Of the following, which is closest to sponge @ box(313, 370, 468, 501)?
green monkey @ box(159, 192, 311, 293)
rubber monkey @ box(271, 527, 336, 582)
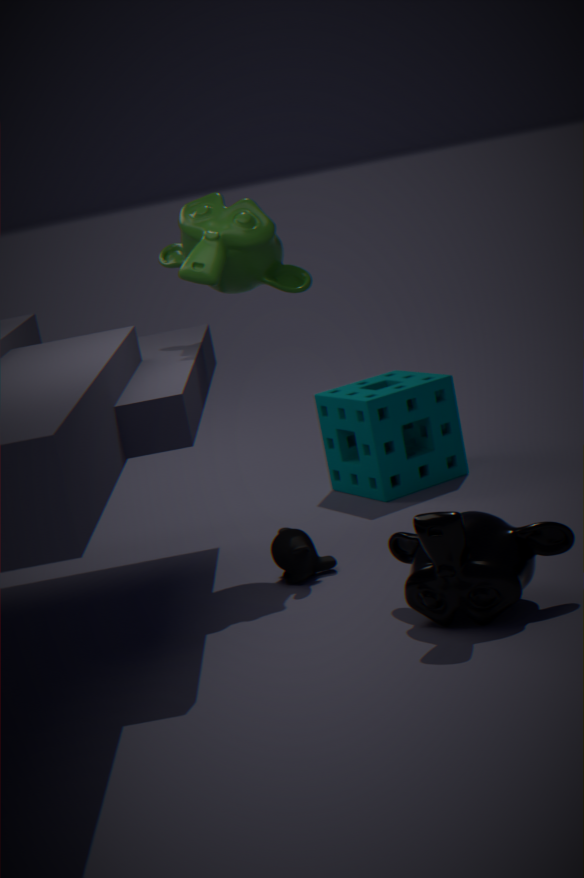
green monkey @ box(159, 192, 311, 293)
